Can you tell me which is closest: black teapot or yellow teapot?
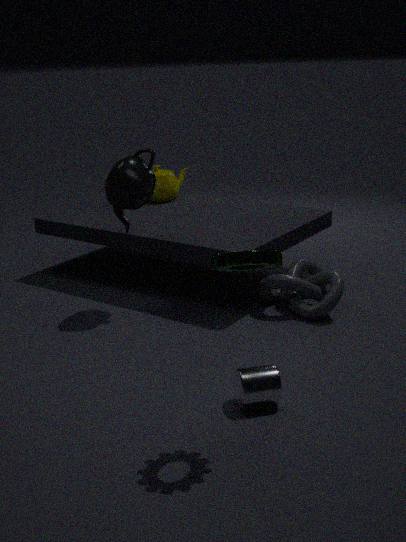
black teapot
